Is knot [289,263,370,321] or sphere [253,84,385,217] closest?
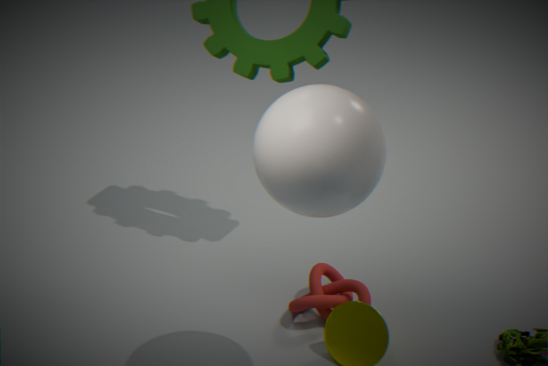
sphere [253,84,385,217]
